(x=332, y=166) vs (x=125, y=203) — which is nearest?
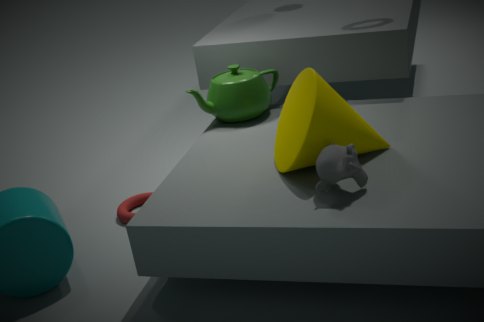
(x=332, y=166)
